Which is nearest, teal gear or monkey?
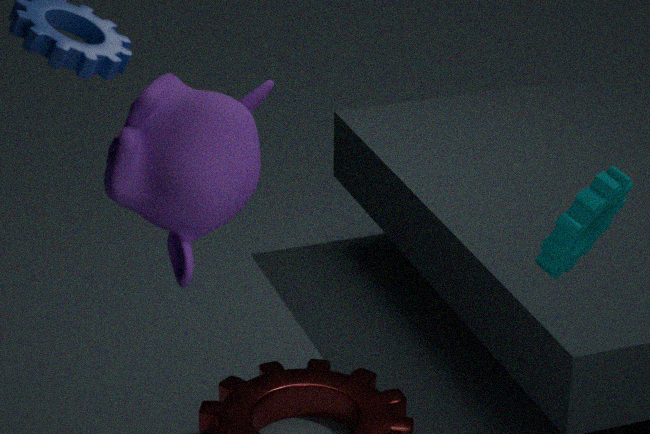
monkey
